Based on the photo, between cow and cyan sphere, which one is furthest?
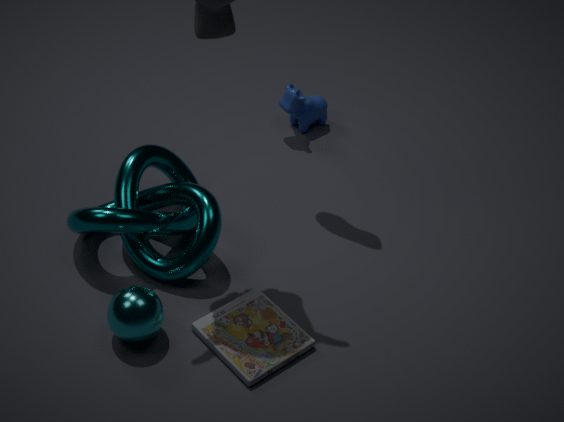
cow
